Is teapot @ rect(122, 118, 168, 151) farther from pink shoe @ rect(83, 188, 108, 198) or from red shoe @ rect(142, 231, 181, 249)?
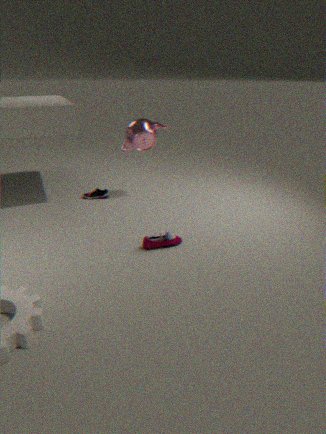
red shoe @ rect(142, 231, 181, 249)
